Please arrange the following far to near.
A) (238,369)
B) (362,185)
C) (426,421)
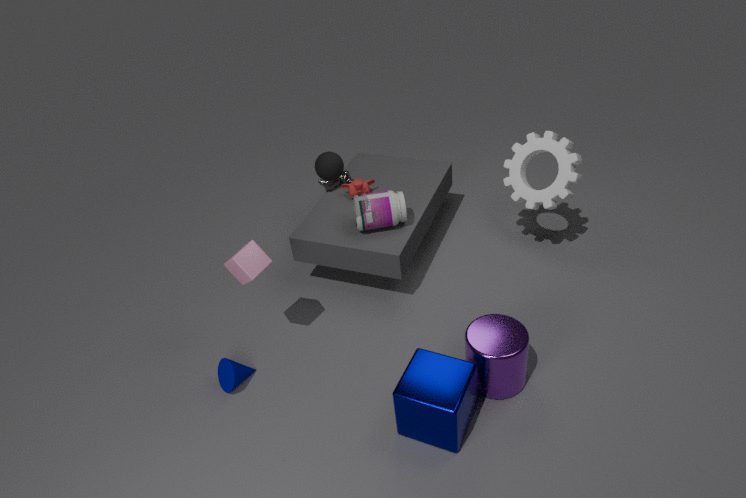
(362,185) < (238,369) < (426,421)
